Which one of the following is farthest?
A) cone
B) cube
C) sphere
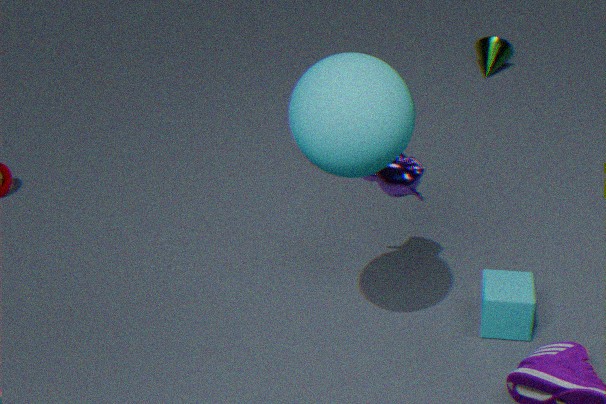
cone
